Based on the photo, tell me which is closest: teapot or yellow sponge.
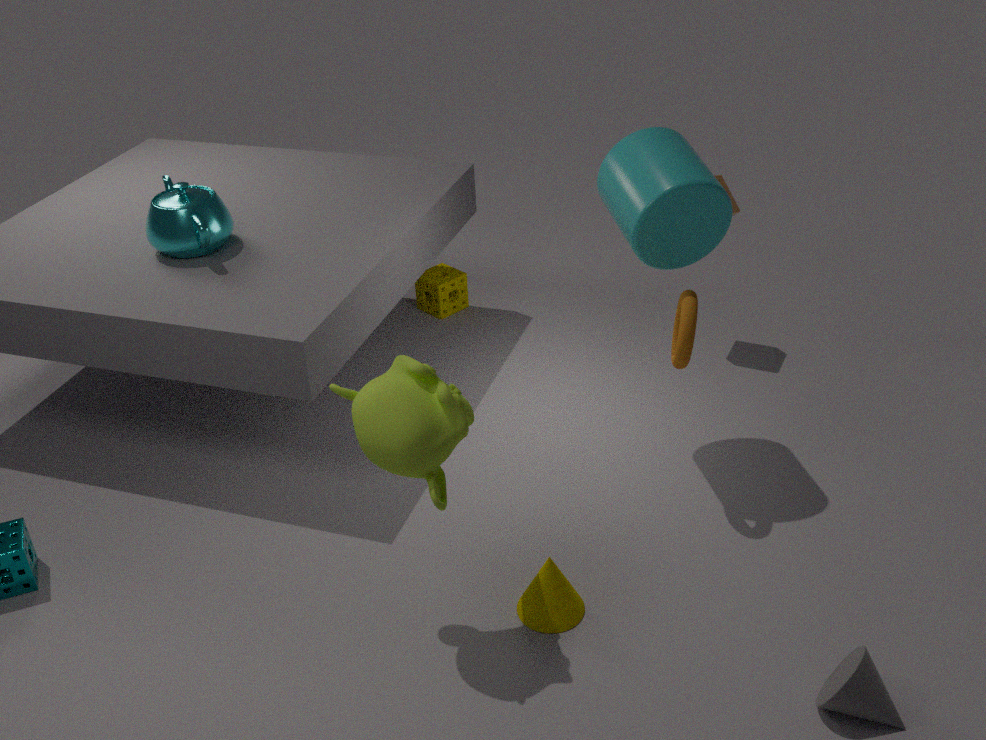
teapot
